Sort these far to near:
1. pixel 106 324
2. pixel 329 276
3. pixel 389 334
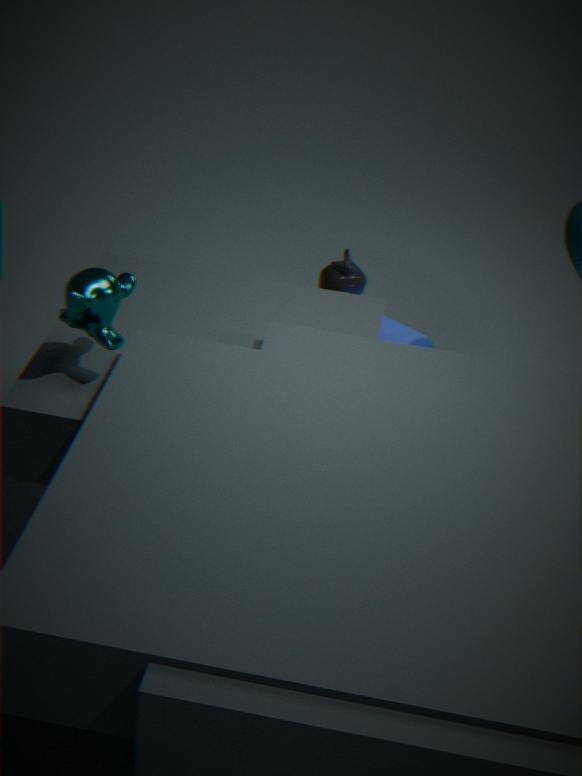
1. pixel 389 334
2. pixel 329 276
3. pixel 106 324
